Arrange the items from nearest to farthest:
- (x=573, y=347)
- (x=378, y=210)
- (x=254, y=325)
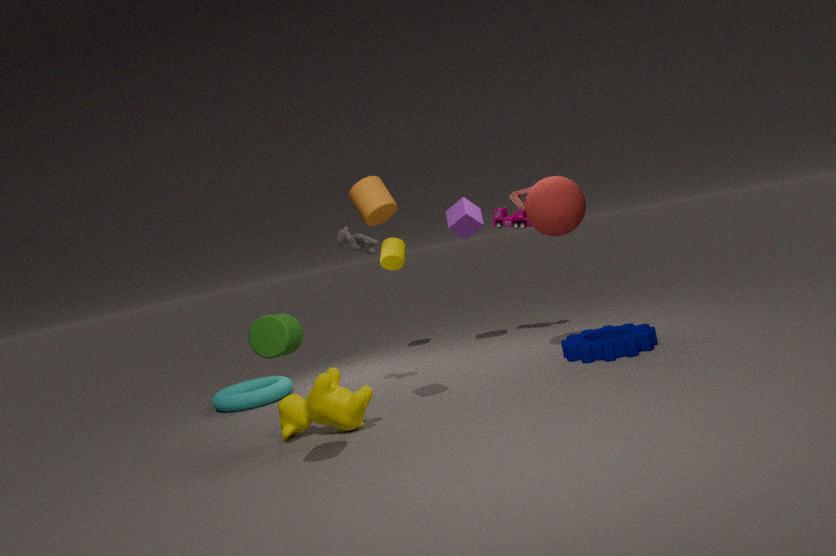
(x=254, y=325)
(x=378, y=210)
(x=573, y=347)
